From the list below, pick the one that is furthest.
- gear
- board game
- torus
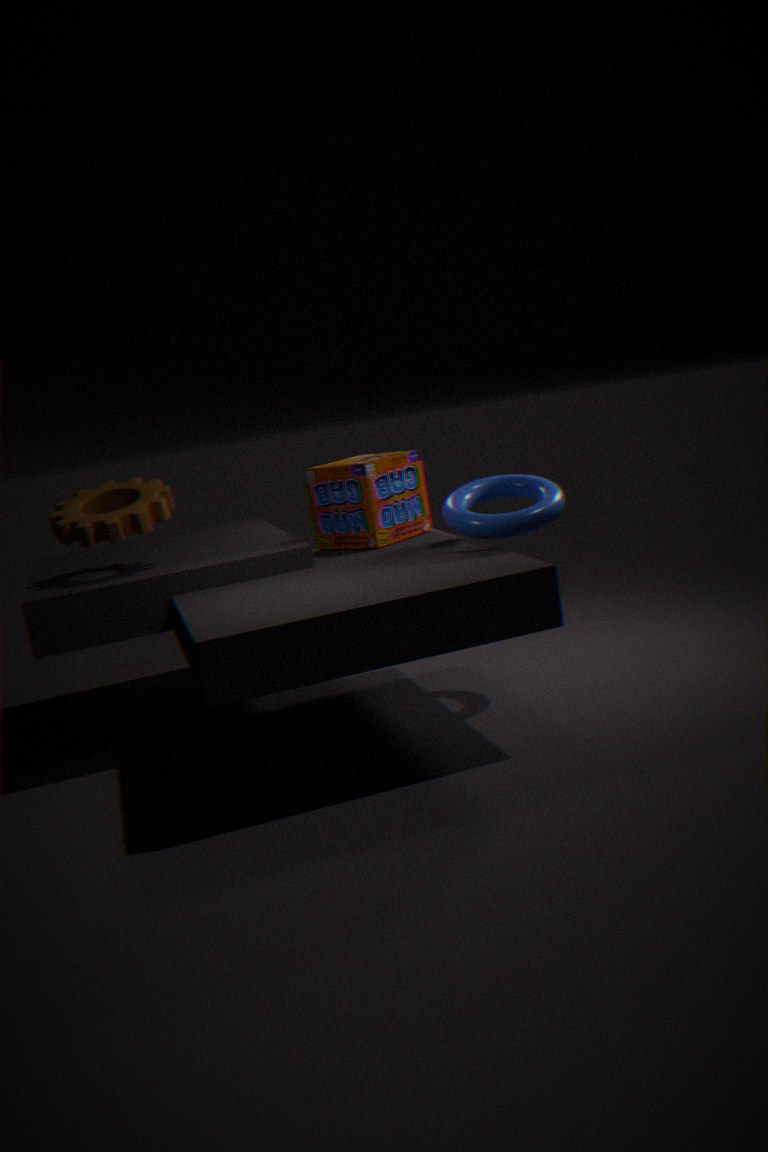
board game
